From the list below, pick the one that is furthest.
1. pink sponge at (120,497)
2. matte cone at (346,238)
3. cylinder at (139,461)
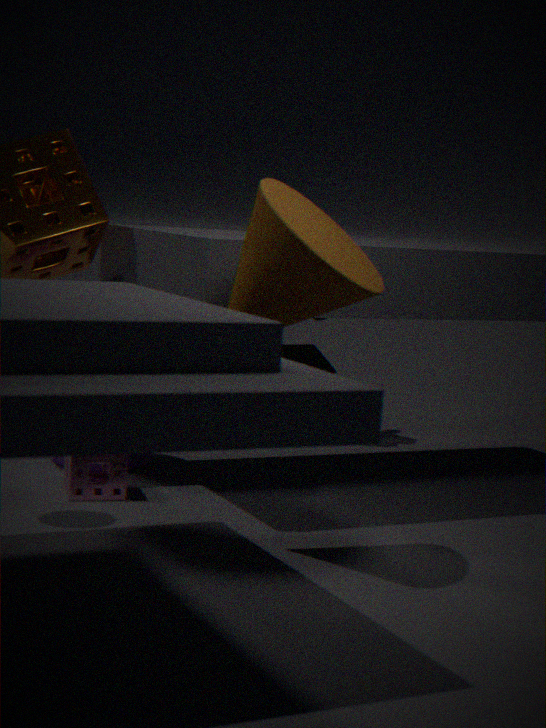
cylinder at (139,461)
